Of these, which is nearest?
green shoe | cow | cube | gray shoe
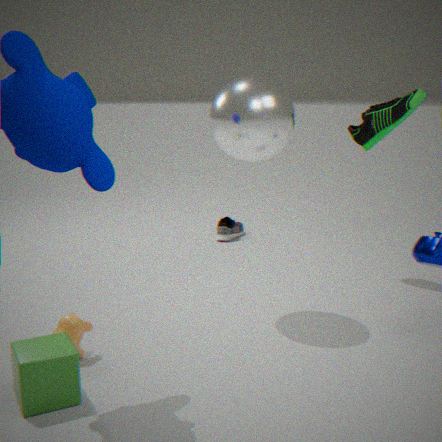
cube
